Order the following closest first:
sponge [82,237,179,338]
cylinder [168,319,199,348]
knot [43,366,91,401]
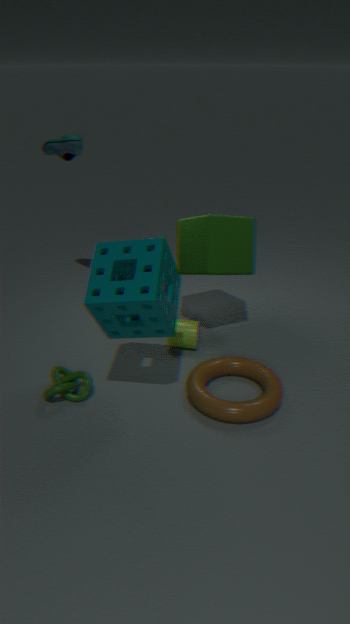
1. sponge [82,237,179,338]
2. knot [43,366,91,401]
3. cylinder [168,319,199,348]
